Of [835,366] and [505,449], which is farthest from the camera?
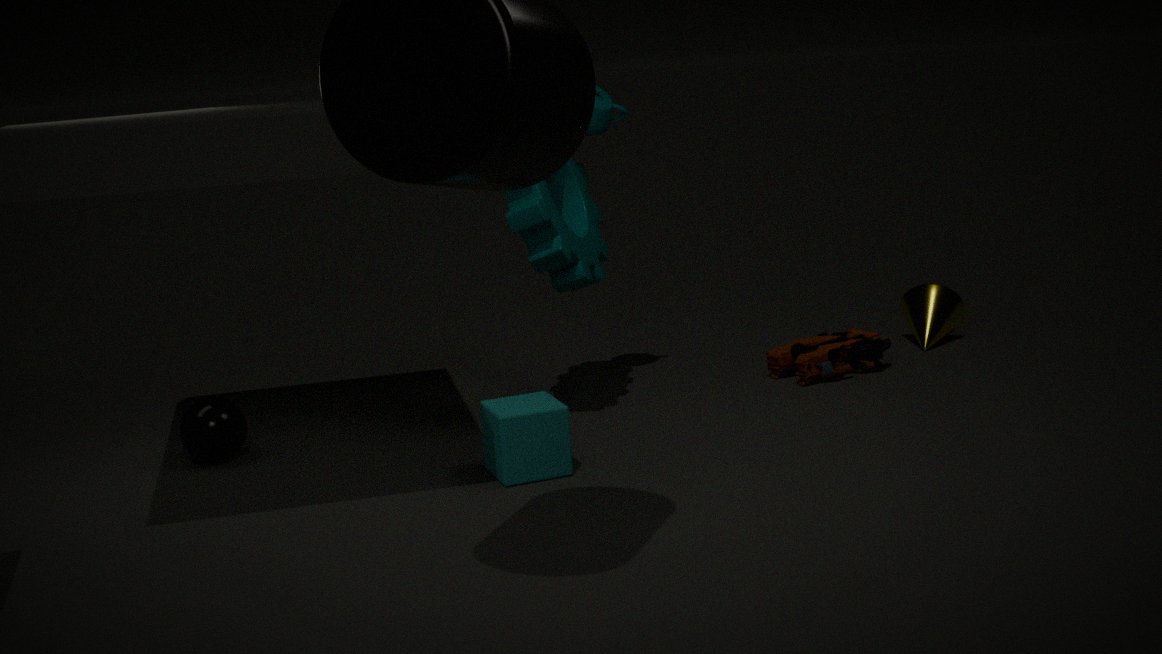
[835,366]
